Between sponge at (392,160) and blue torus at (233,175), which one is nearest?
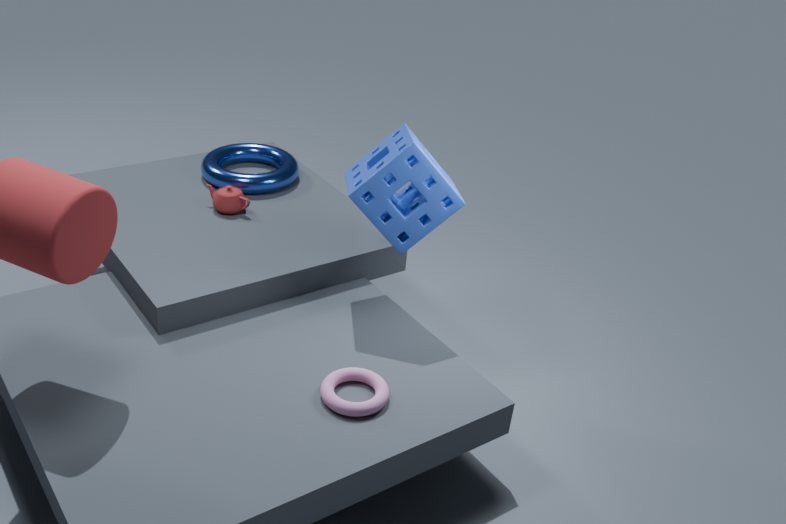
sponge at (392,160)
